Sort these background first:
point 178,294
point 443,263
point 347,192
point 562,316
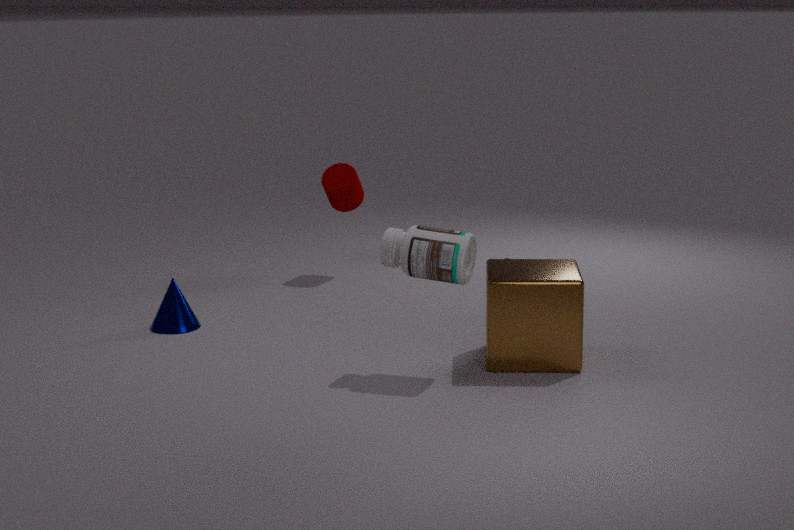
point 347,192
point 178,294
point 562,316
point 443,263
